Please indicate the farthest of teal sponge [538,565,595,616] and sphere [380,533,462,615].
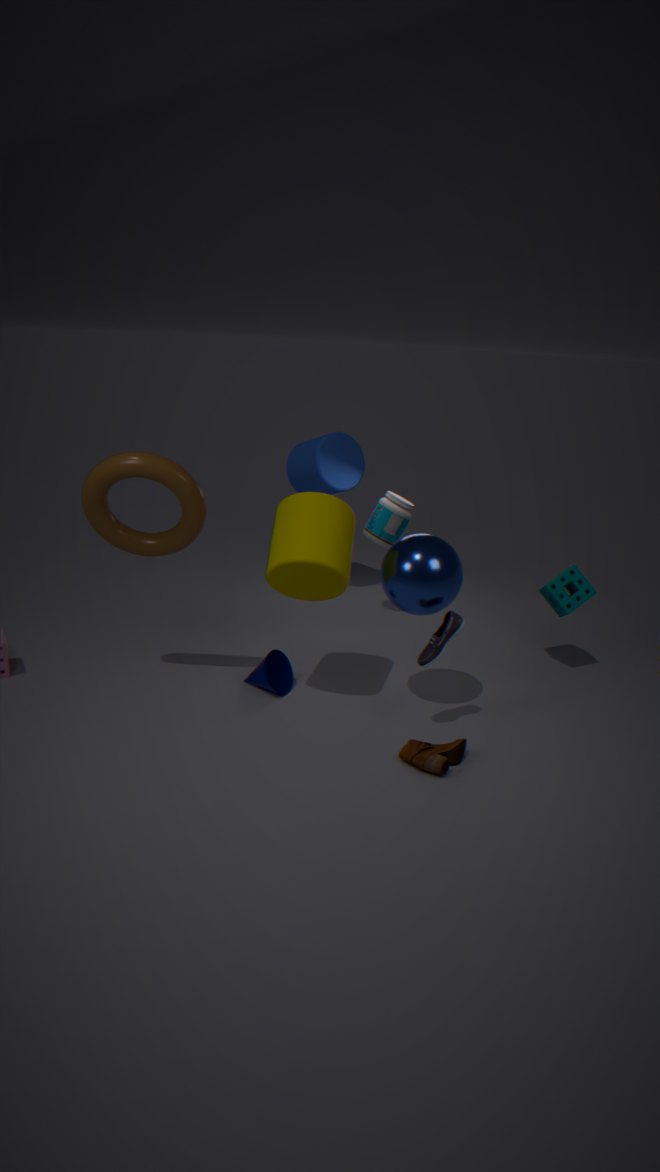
teal sponge [538,565,595,616]
